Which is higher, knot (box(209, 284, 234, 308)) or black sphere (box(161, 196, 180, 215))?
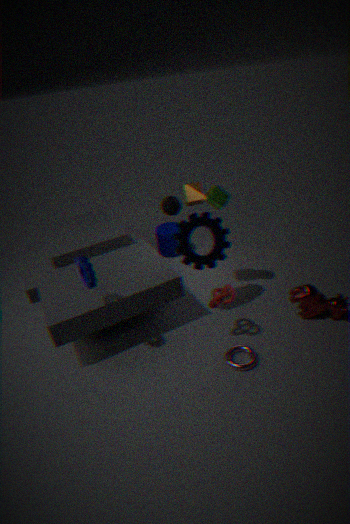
black sphere (box(161, 196, 180, 215))
